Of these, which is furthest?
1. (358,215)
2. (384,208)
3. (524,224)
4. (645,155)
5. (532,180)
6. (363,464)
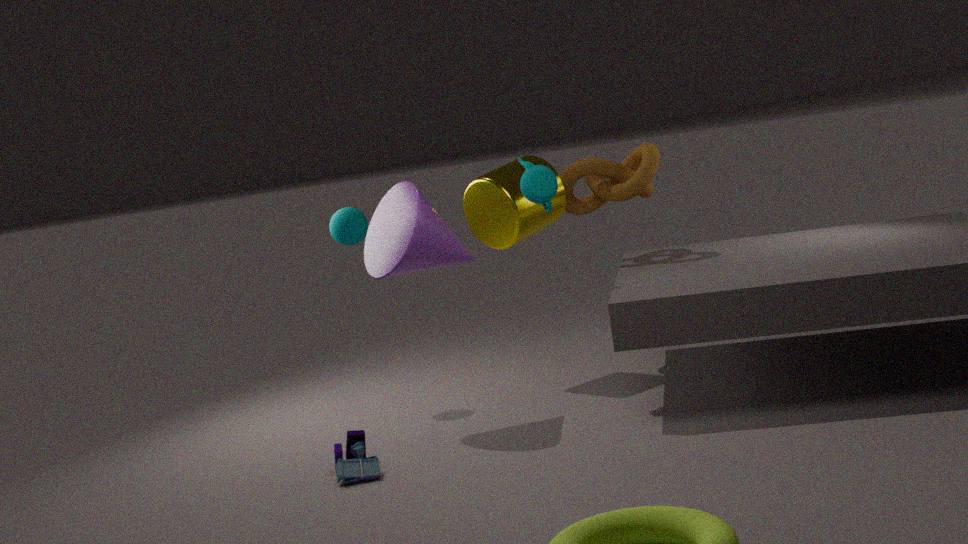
(645,155)
